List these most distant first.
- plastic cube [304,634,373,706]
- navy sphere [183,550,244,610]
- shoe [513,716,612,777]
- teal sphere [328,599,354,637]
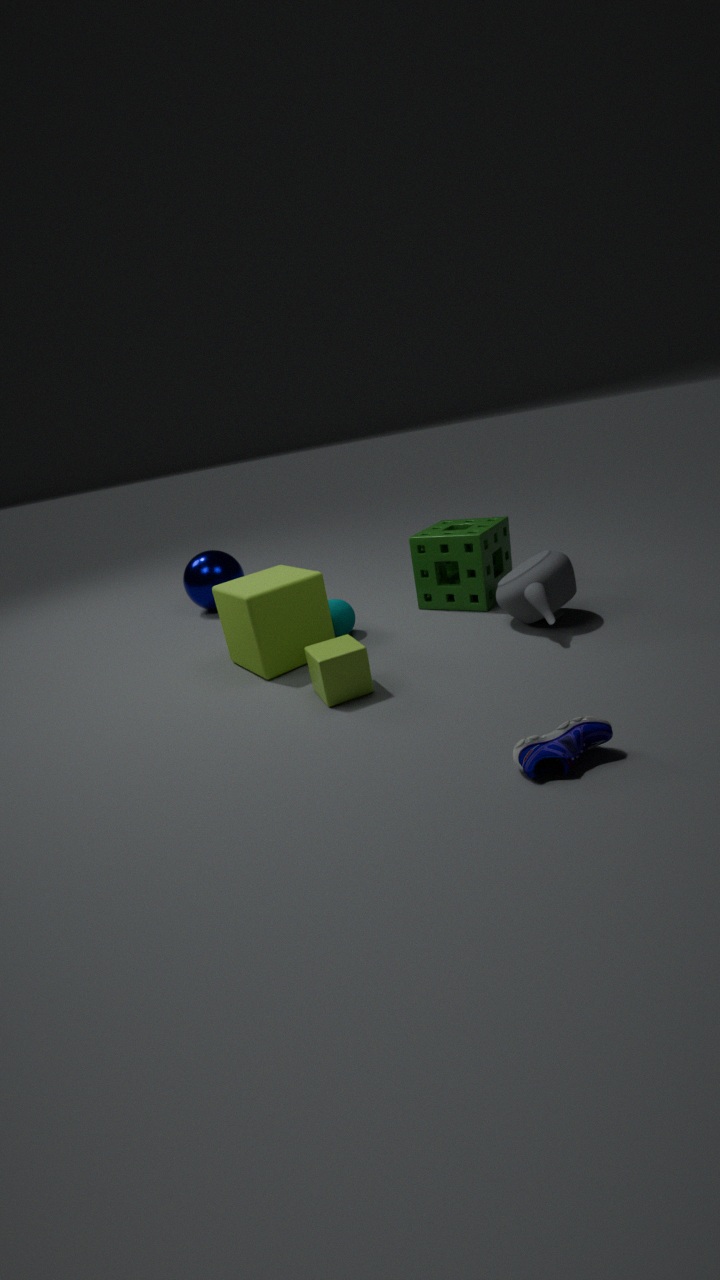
→ 1. navy sphere [183,550,244,610]
2. teal sphere [328,599,354,637]
3. plastic cube [304,634,373,706]
4. shoe [513,716,612,777]
